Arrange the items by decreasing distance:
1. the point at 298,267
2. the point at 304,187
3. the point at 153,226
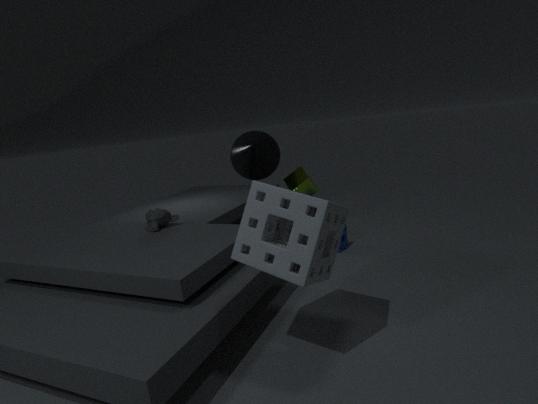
1. the point at 304,187
2. the point at 153,226
3. the point at 298,267
